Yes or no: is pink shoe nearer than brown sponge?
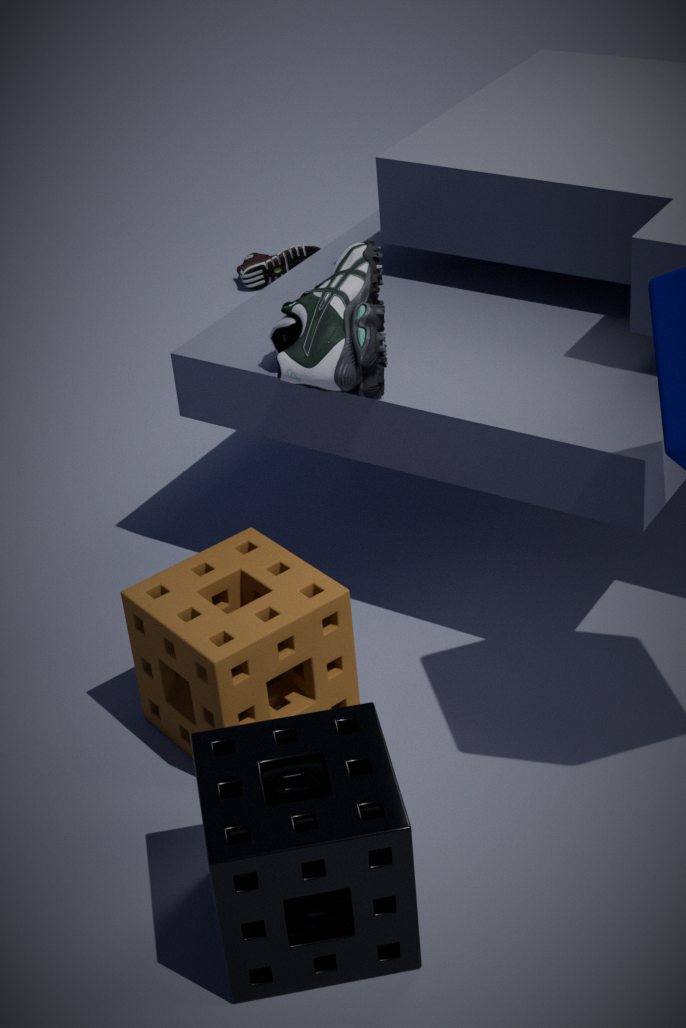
No
